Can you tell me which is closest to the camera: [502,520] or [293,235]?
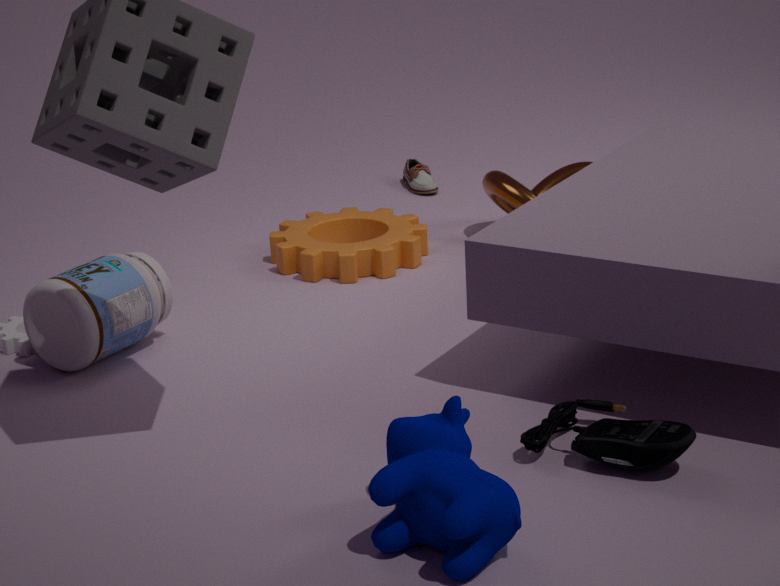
[502,520]
